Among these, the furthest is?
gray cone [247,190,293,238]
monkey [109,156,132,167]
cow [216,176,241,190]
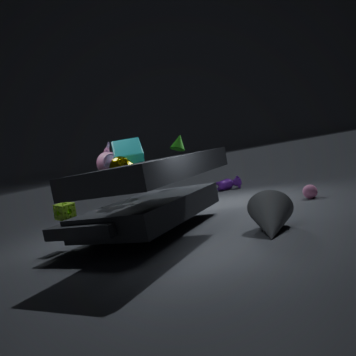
cow [216,176,241,190]
